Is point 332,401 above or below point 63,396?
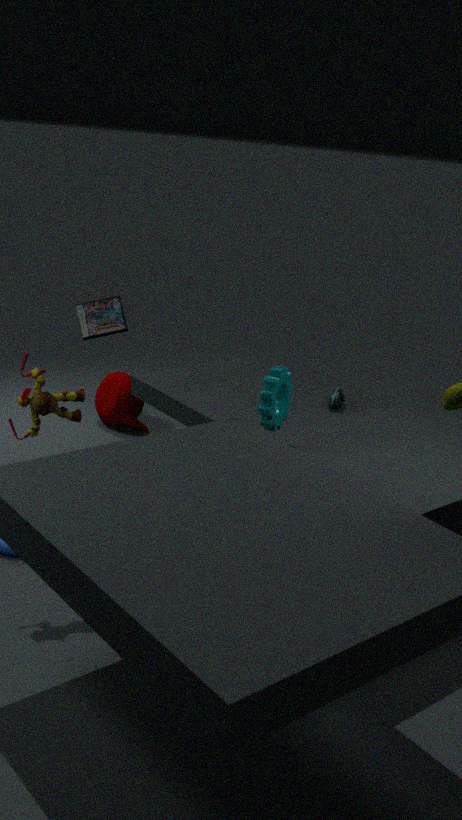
below
